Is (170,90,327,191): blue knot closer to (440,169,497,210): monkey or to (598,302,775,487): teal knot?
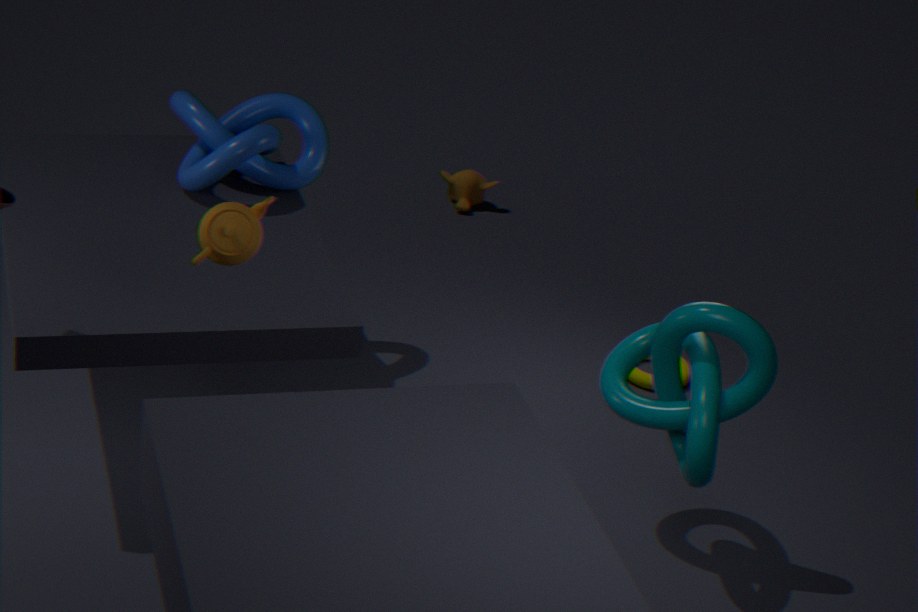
(598,302,775,487): teal knot
